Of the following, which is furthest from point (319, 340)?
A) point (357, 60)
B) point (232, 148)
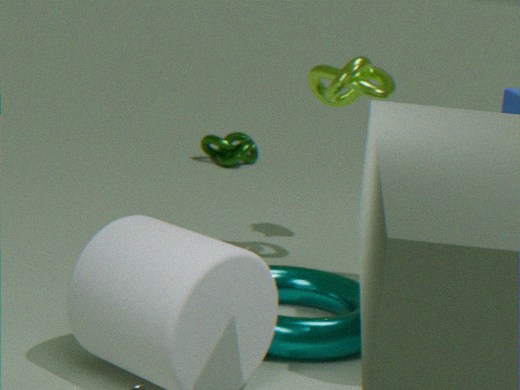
point (232, 148)
